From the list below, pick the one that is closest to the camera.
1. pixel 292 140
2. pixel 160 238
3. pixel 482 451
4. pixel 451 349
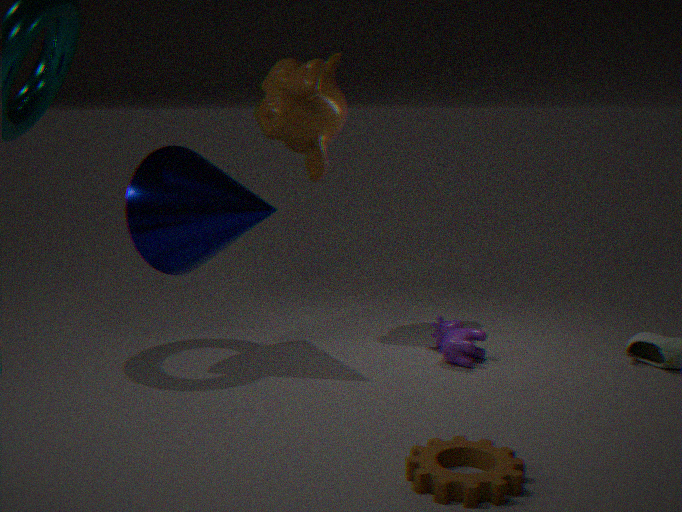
pixel 482 451
